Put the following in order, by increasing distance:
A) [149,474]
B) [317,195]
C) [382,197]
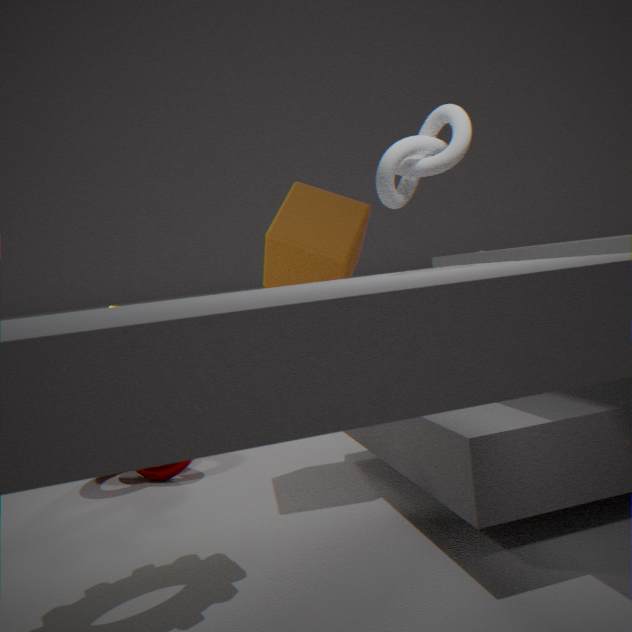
[382,197]
[149,474]
[317,195]
